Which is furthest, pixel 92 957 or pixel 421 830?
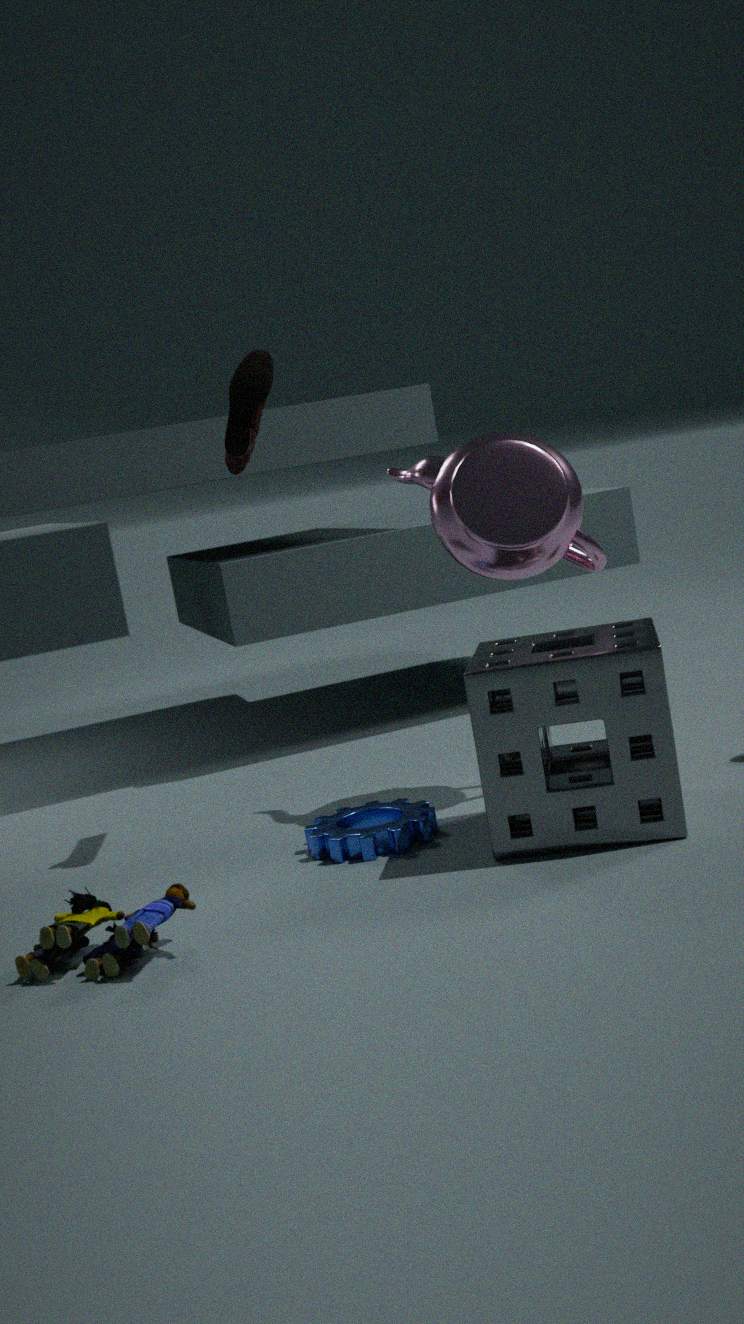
pixel 421 830
